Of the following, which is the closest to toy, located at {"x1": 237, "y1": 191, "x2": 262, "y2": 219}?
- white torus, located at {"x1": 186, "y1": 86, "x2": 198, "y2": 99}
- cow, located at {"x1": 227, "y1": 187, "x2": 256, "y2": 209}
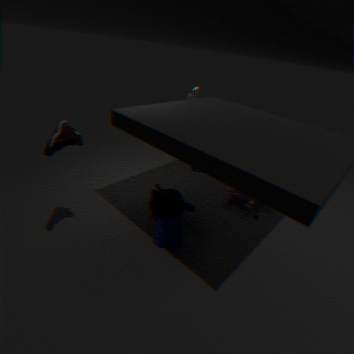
cow, located at {"x1": 227, "y1": 187, "x2": 256, "y2": 209}
